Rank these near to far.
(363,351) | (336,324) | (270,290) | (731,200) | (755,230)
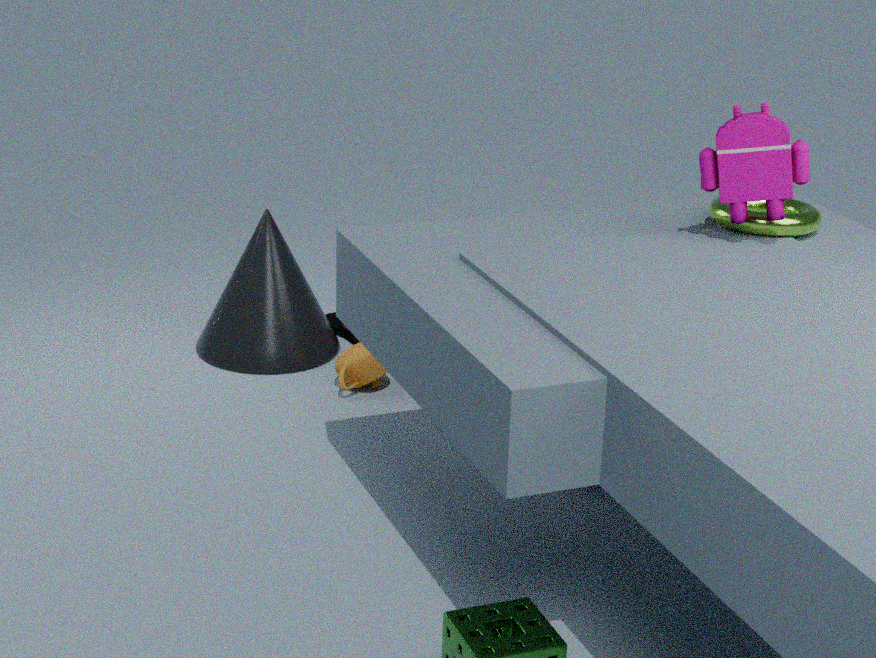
(731,200) → (755,230) → (363,351) → (270,290) → (336,324)
